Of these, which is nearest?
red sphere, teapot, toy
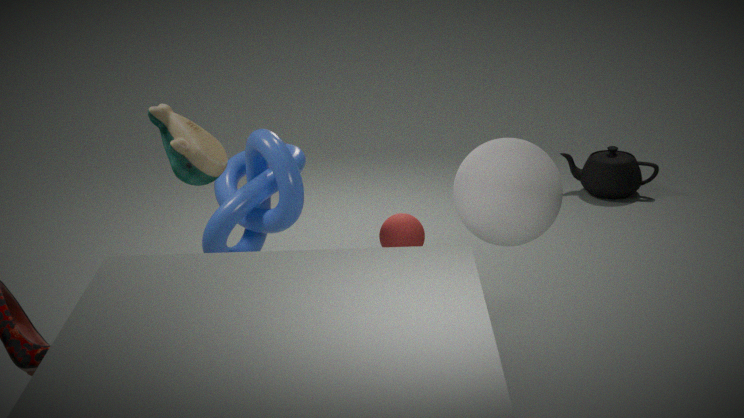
toy
